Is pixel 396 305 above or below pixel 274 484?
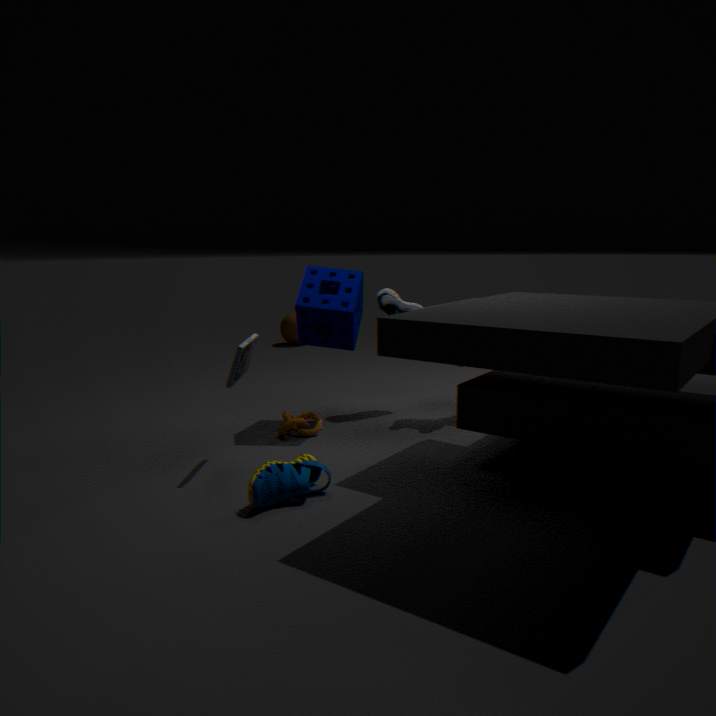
above
